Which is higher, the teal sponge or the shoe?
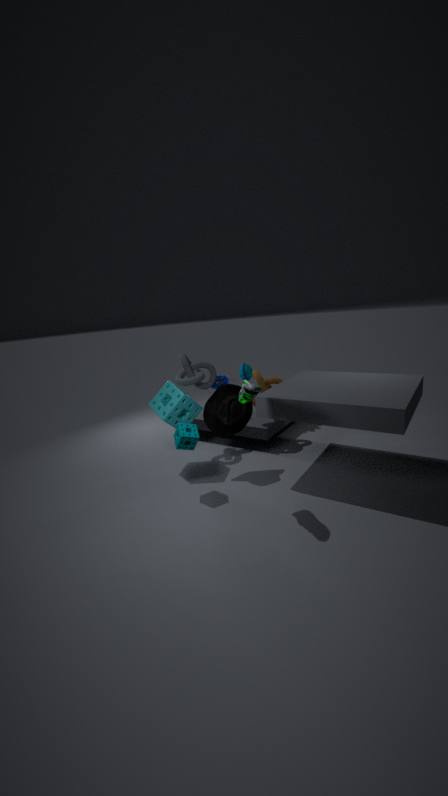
the shoe
